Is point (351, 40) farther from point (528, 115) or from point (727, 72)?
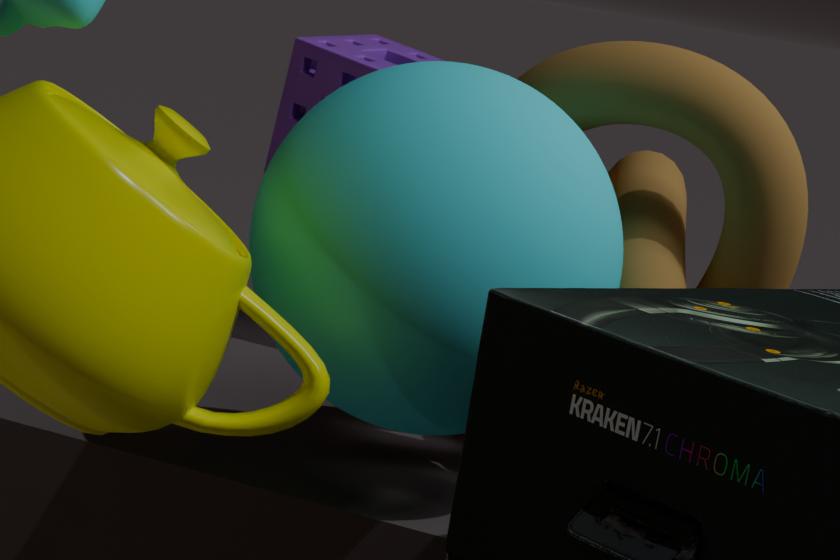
point (528, 115)
